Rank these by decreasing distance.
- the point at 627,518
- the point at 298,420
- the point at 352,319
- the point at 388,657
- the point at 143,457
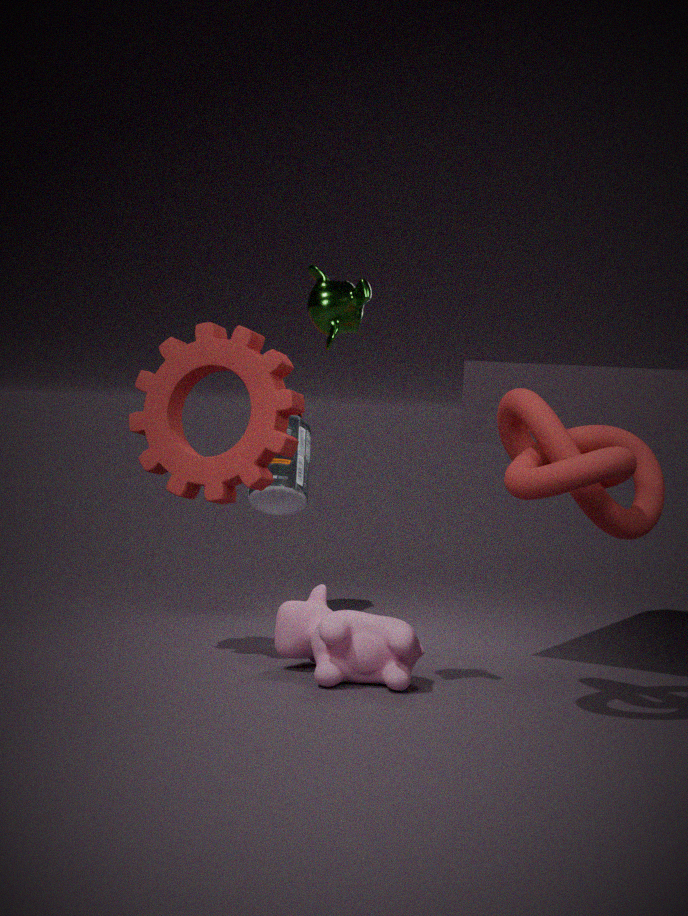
the point at 298,420 < the point at 143,457 < the point at 388,657 < the point at 352,319 < the point at 627,518
